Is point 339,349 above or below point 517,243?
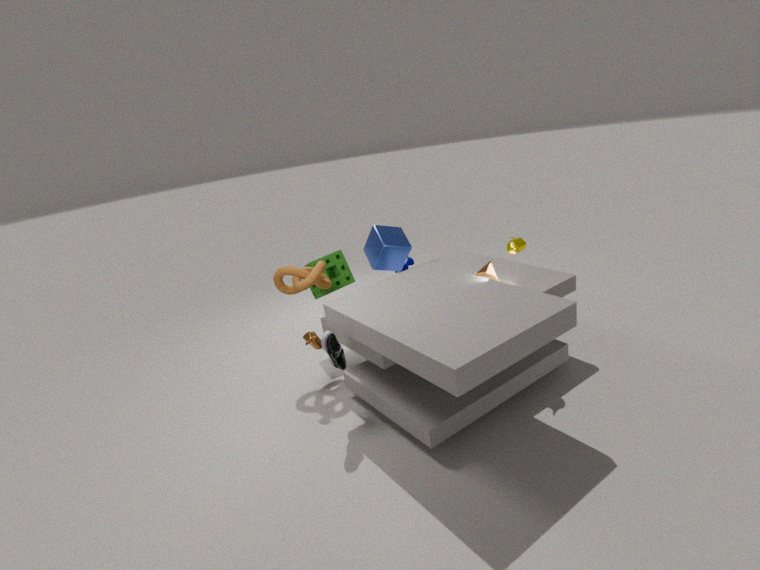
below
